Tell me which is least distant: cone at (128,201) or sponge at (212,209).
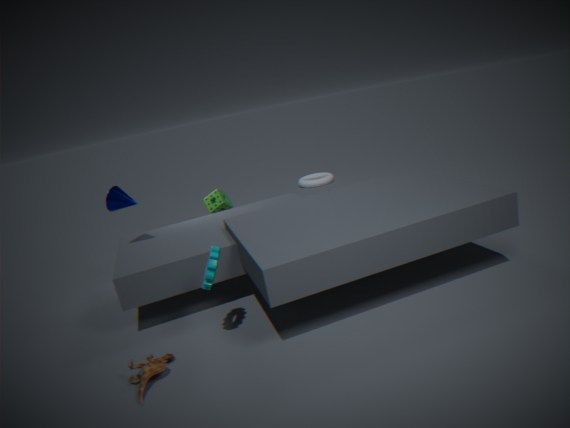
cone at (128,201)
